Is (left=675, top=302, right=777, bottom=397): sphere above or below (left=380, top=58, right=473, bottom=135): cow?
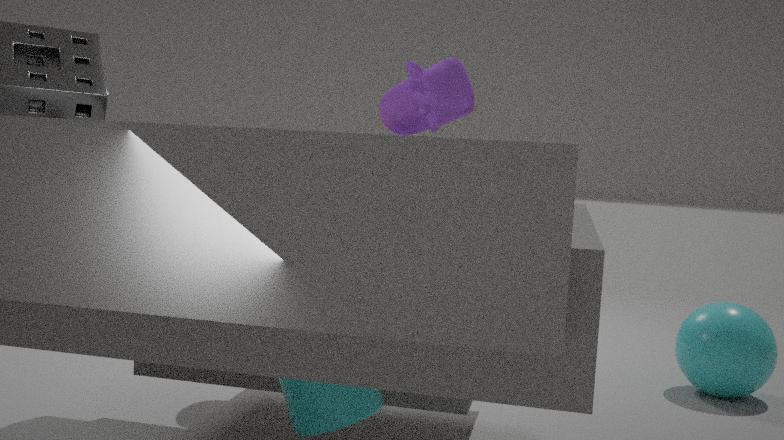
below
